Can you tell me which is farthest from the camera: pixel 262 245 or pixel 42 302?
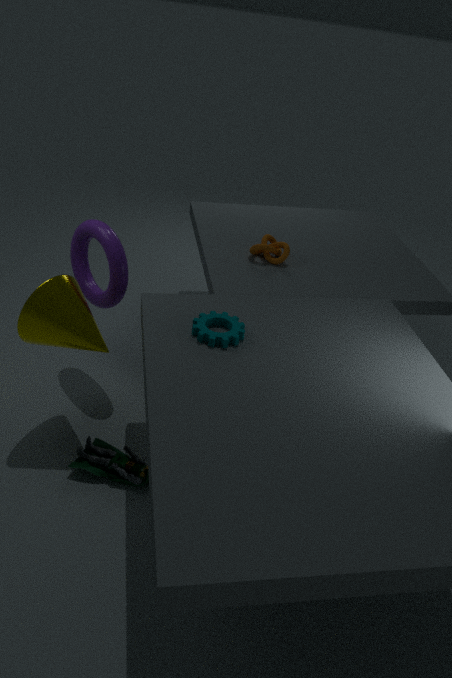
pixel 262 245
